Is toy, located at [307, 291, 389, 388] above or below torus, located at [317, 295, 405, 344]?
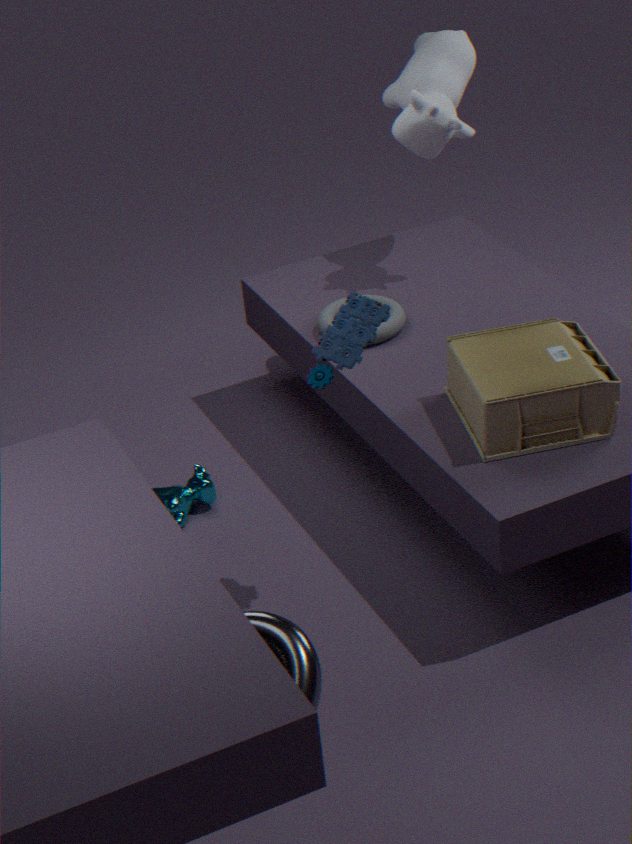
above
